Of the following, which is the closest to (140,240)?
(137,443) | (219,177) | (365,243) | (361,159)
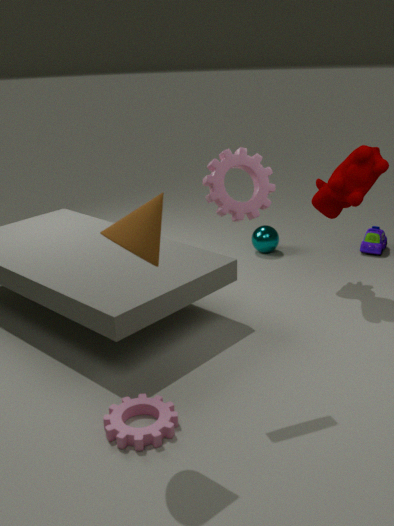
(219,177)
